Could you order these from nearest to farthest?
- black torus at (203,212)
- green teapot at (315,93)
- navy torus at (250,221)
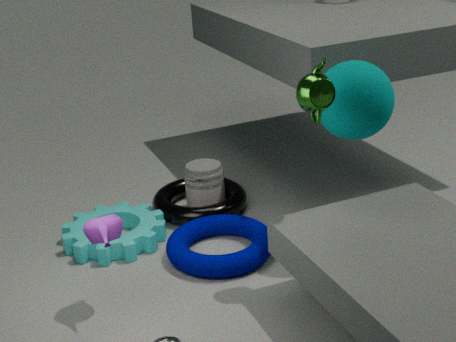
green teapot at (315,93), navy torus at (250,221), black torus at (203,212)
